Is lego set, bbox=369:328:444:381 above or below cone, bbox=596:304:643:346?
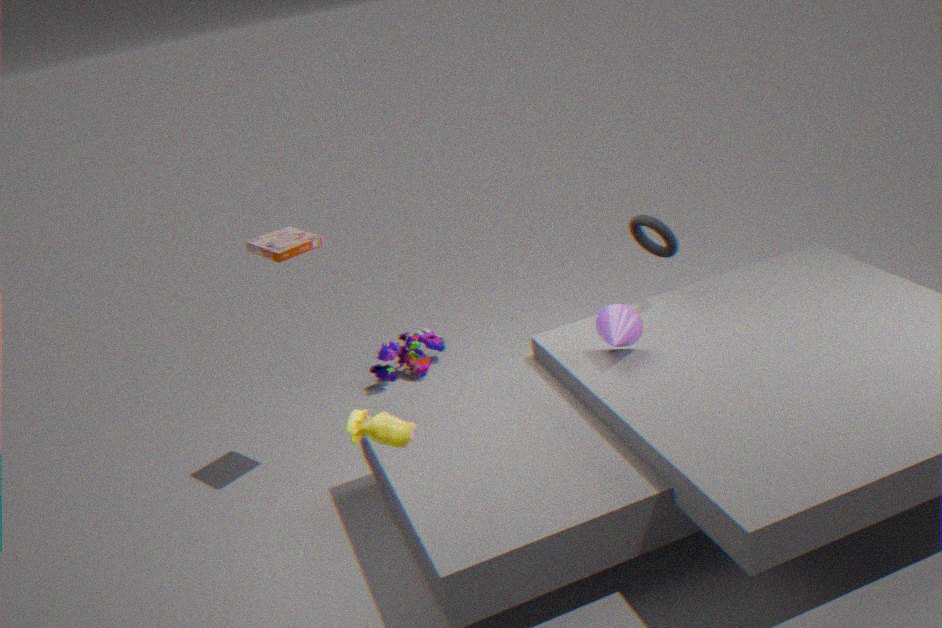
below
